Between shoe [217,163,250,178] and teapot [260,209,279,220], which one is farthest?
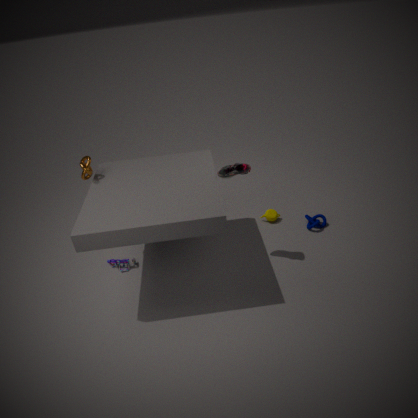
teapot [260,209,279,220]
